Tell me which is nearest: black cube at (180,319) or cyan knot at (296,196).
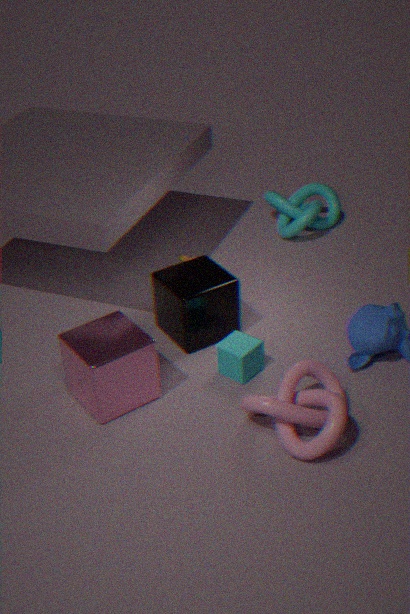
black cube at (180,319)
